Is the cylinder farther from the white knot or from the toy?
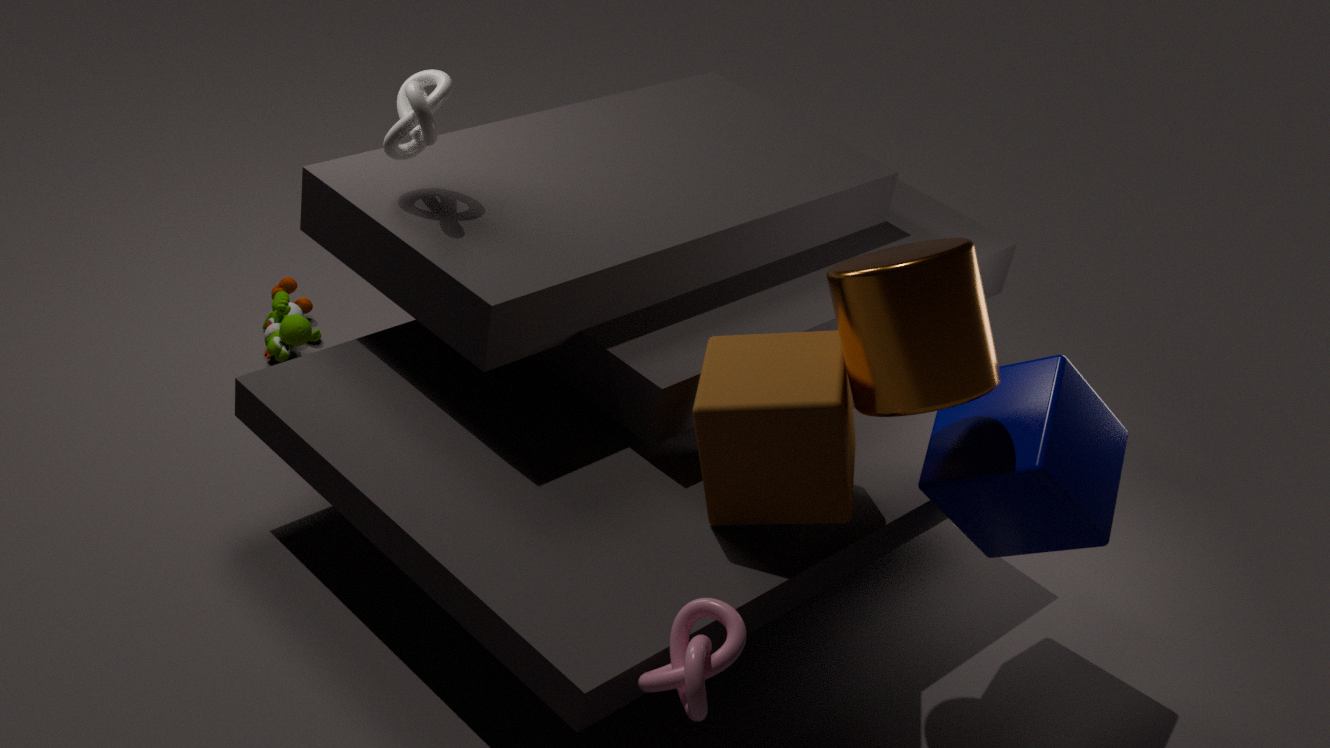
the toy
